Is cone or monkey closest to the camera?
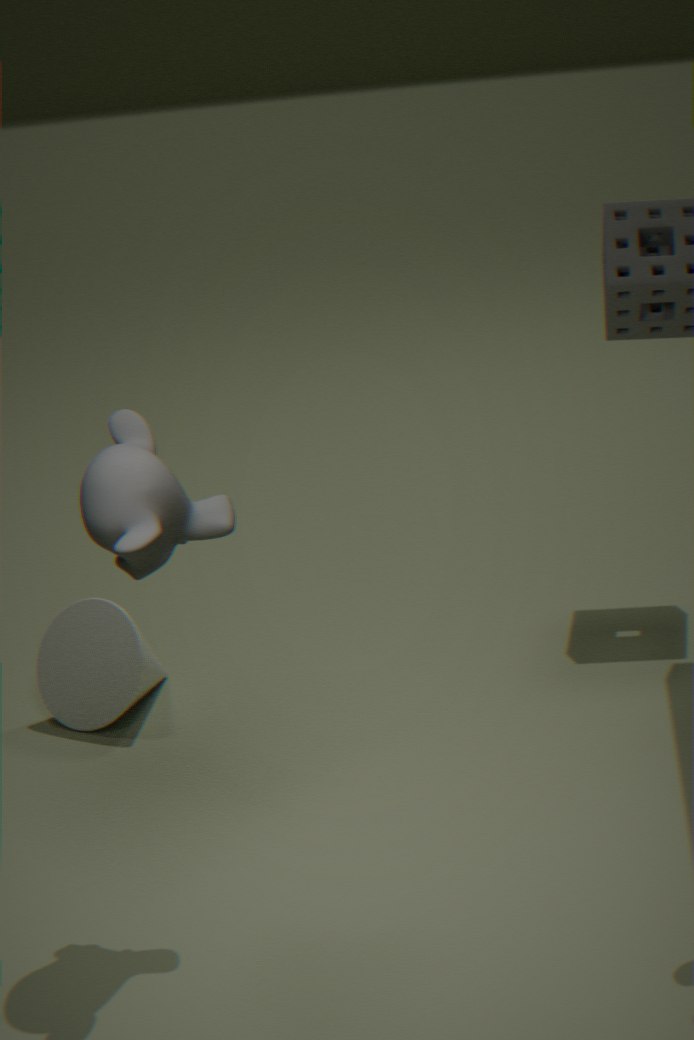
monkey
